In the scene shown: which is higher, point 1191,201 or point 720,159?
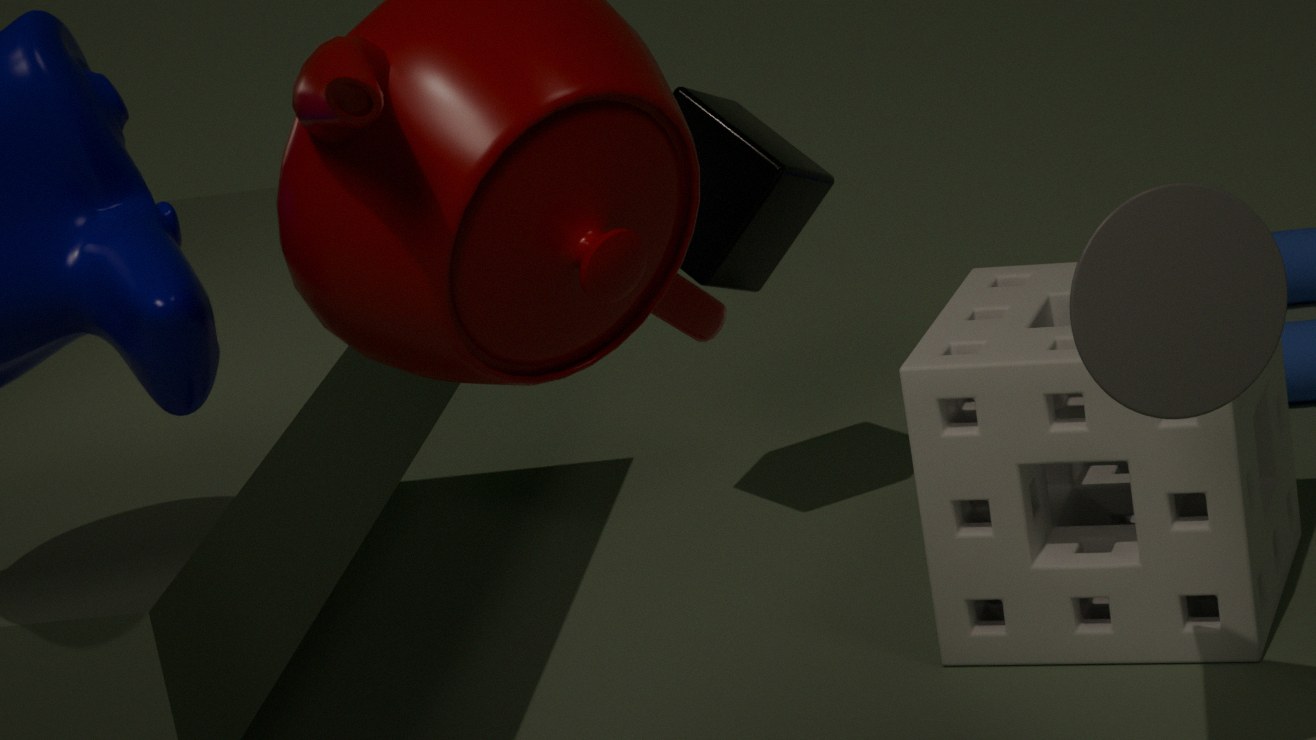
point 1191,201
